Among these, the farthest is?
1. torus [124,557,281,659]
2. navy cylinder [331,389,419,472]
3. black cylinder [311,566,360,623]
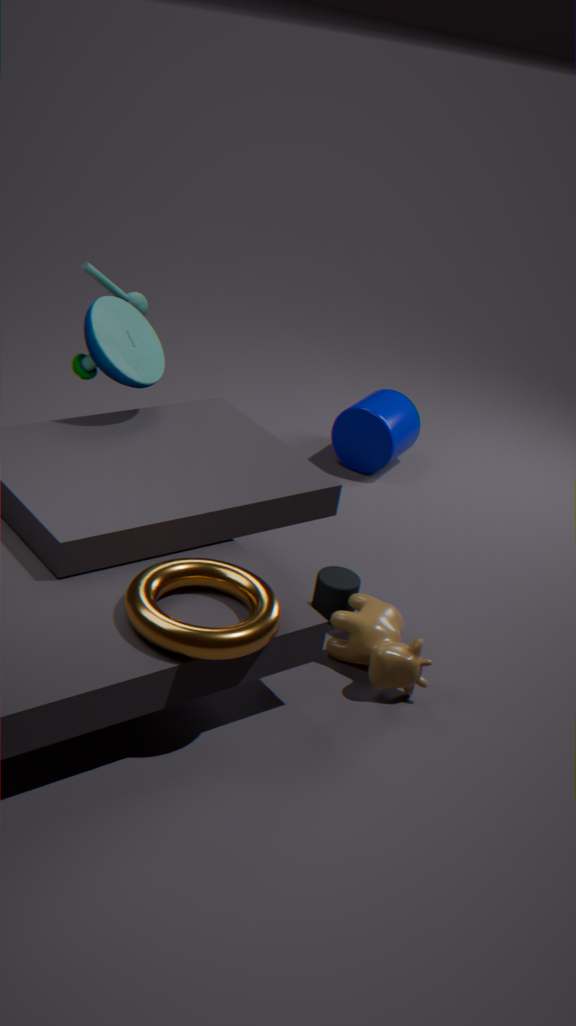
navy cylinder [331,389,419,472]
